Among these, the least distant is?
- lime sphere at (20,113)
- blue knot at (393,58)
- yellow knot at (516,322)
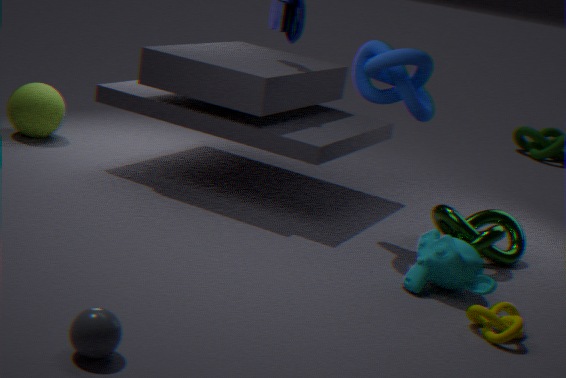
yellow knot at (516,322)
